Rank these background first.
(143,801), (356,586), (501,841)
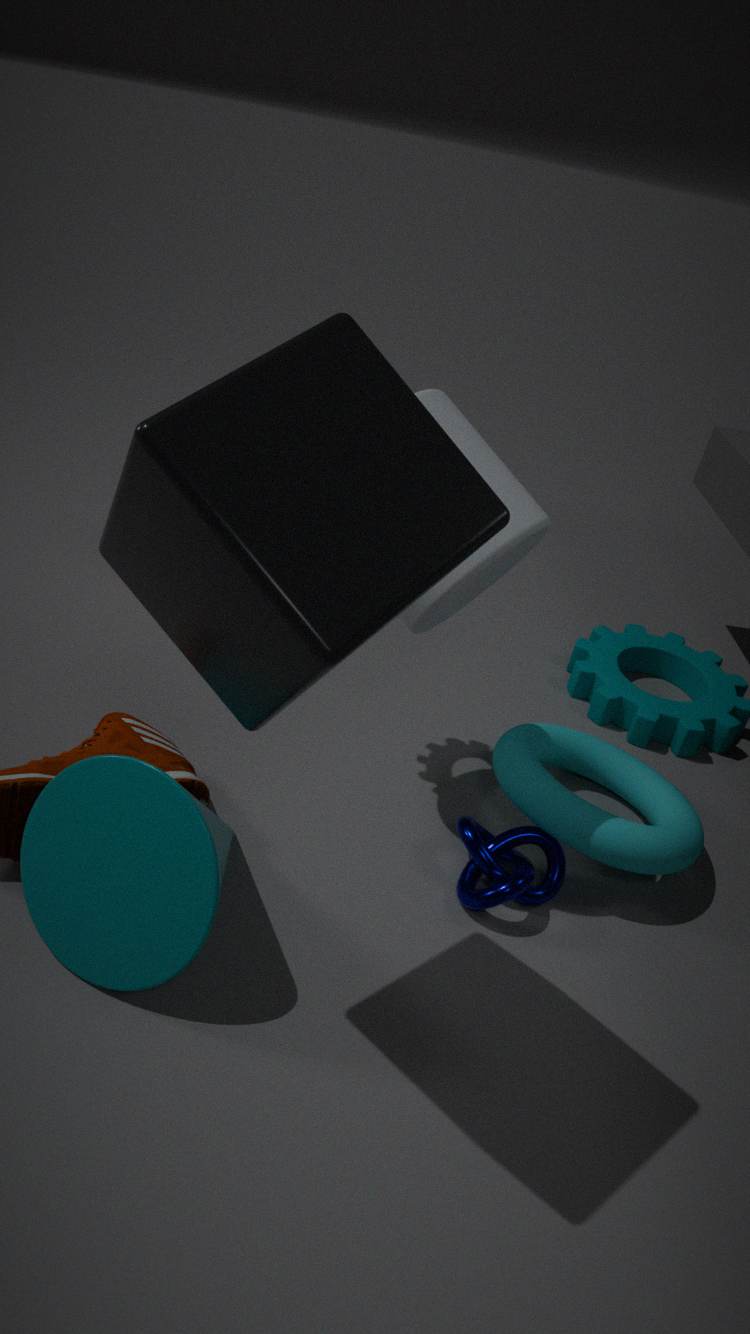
1. (501,841)
2. (143,801)
3. (356,586)
